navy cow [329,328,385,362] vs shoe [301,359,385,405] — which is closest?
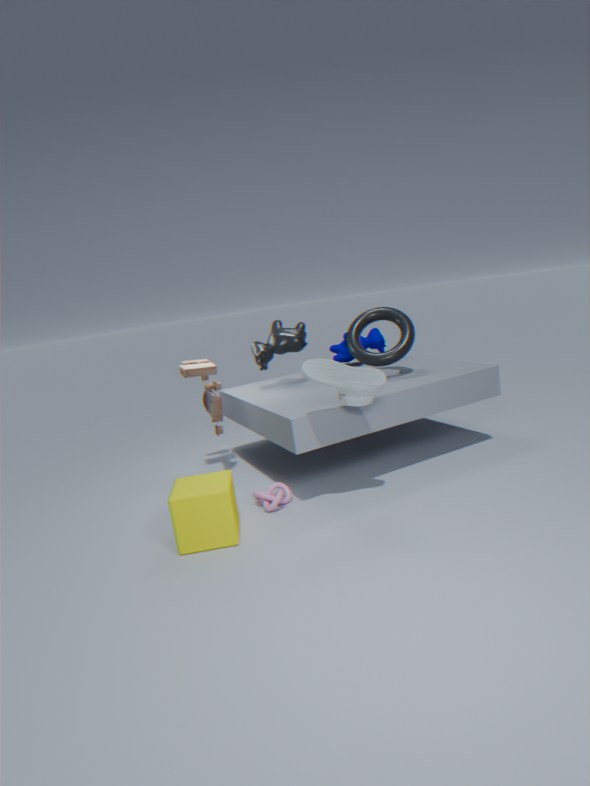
shoe [301,359,385,405]
